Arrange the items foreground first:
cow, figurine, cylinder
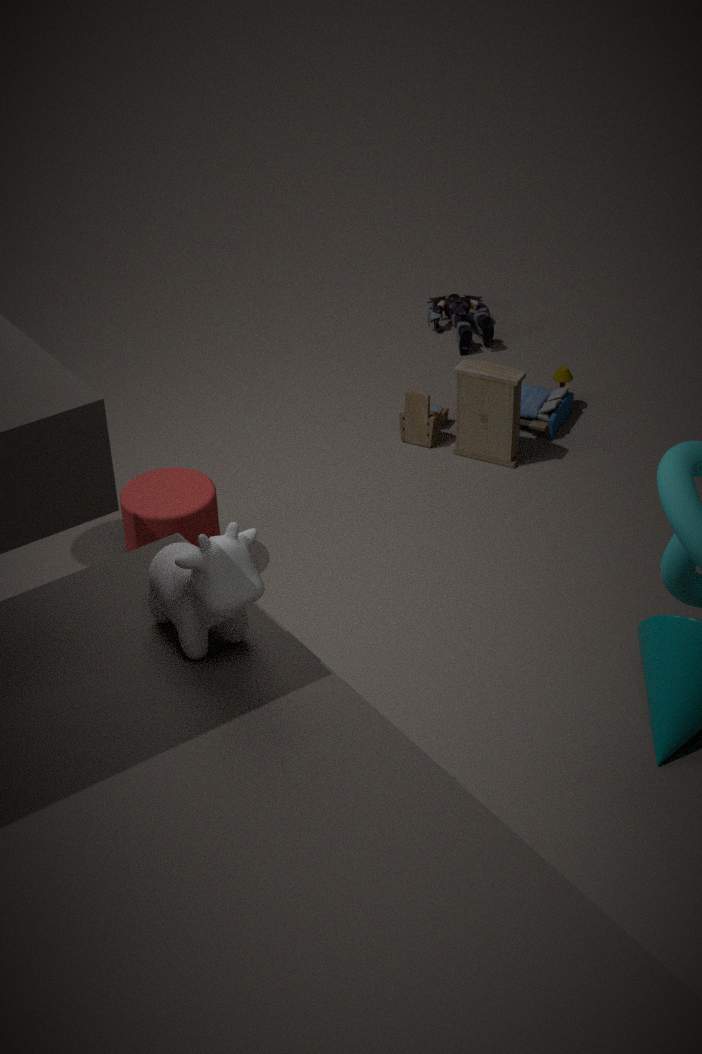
1. cow
2. cylinder
3. figurine
